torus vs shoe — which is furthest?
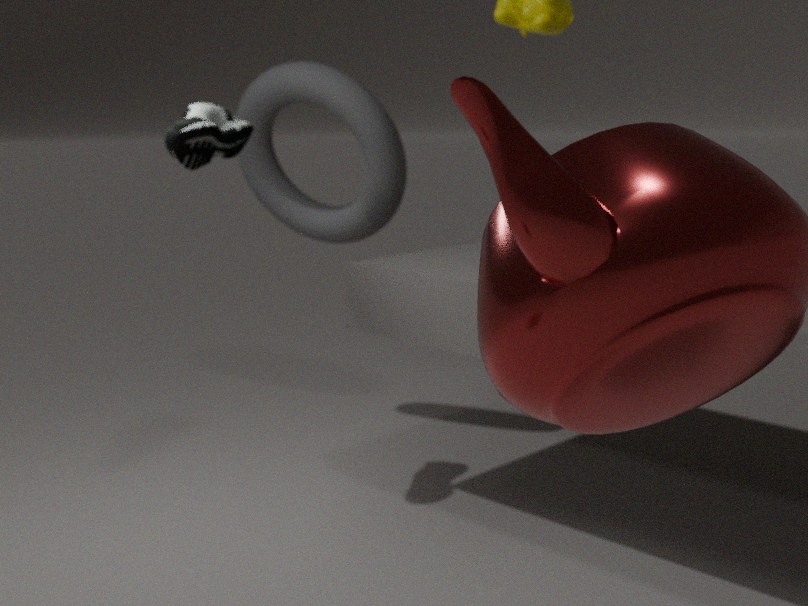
torus
